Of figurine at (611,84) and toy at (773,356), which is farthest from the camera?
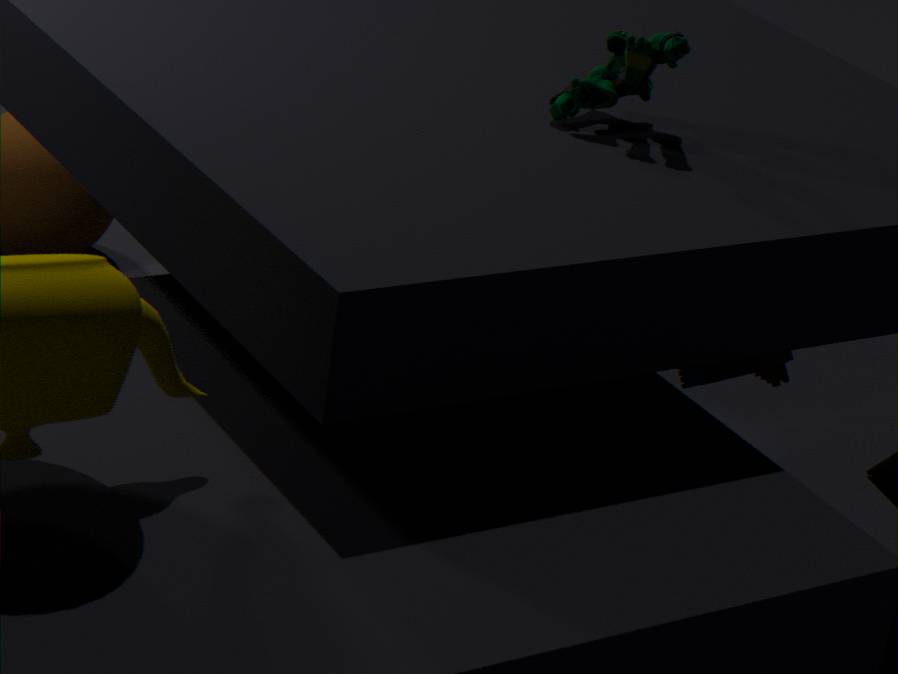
toy at (773,356)
